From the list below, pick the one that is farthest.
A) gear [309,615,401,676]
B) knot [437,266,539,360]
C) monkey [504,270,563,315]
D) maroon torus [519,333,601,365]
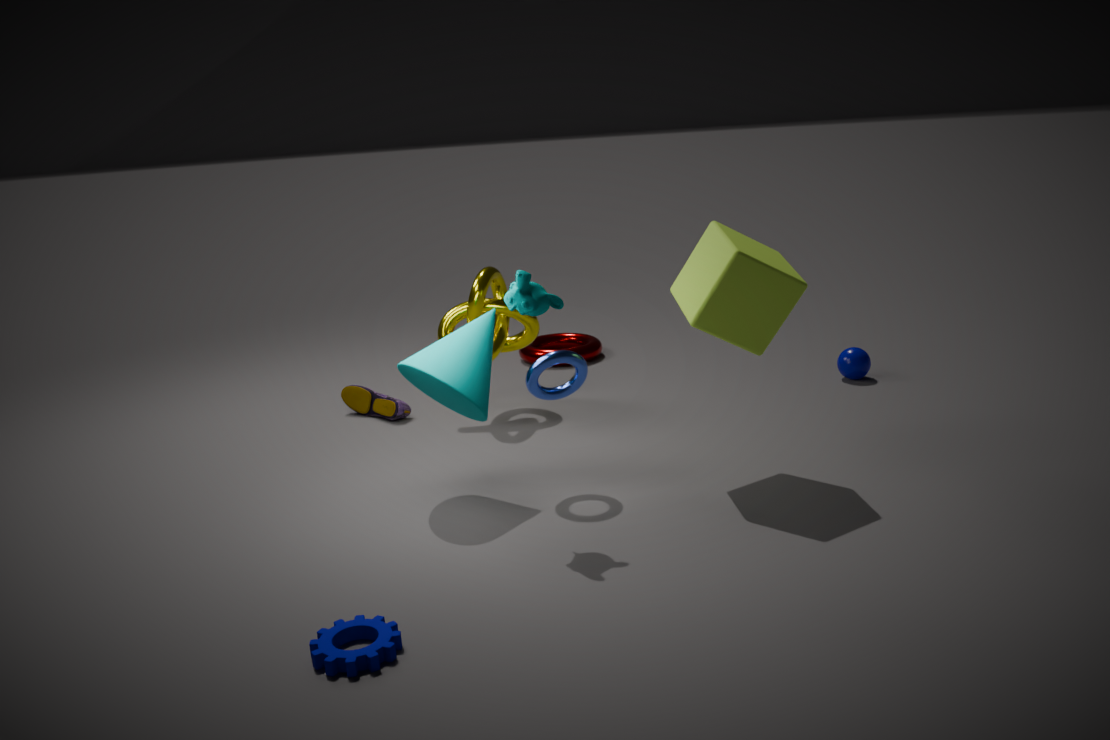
maroon torus [519,333,601,365]
